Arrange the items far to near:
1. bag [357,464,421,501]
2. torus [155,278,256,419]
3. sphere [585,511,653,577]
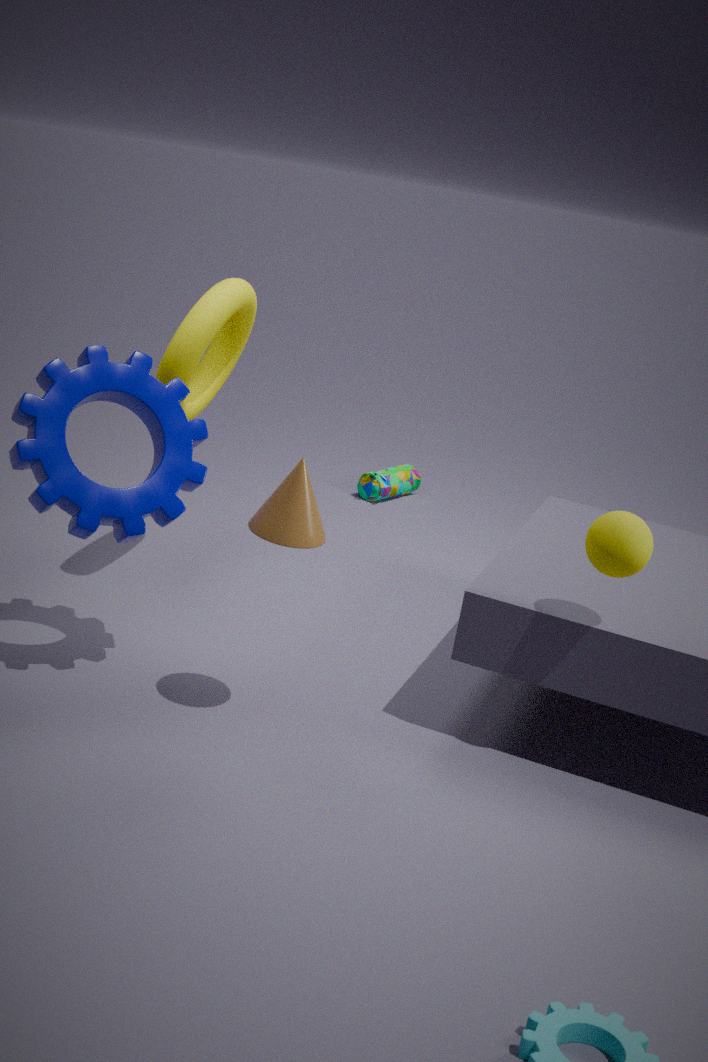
1. bag [357,464,421,501]
2. torus [155,278,256,419]
3. sphere [585,511,653,577]
